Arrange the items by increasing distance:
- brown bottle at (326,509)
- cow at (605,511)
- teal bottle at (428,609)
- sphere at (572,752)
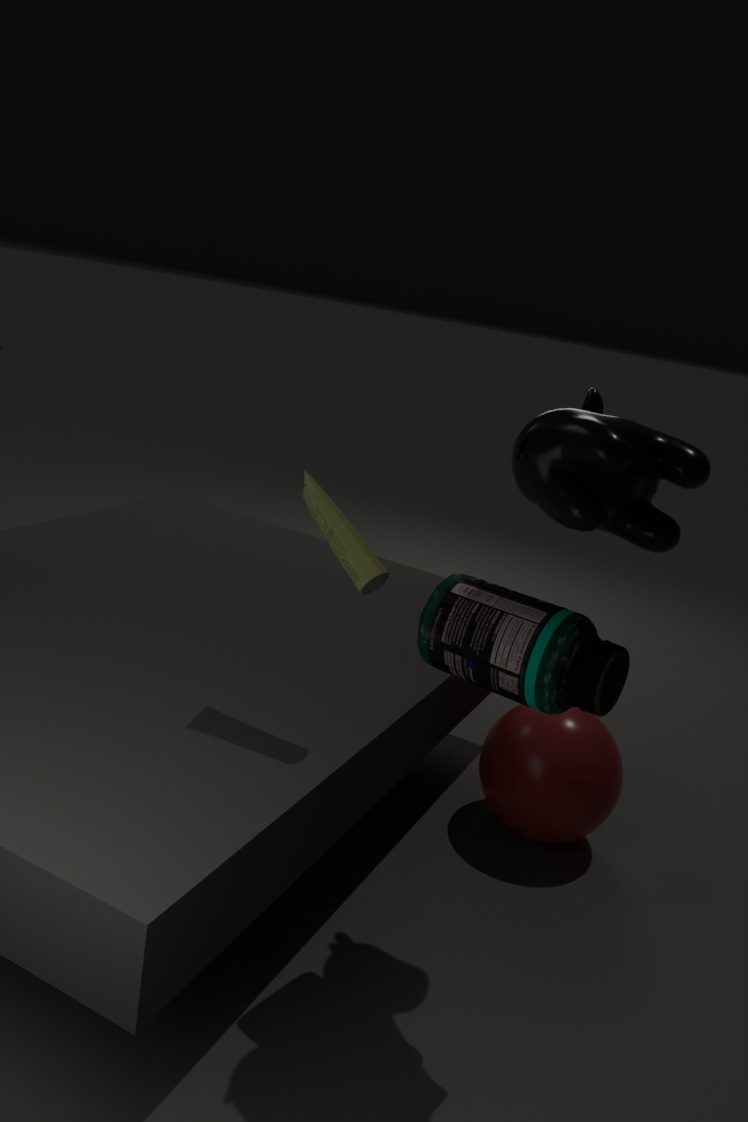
cow at (605,511) → teal bottle at (428,609) → brown bottle at (326,509) → sphere at (572,752)
